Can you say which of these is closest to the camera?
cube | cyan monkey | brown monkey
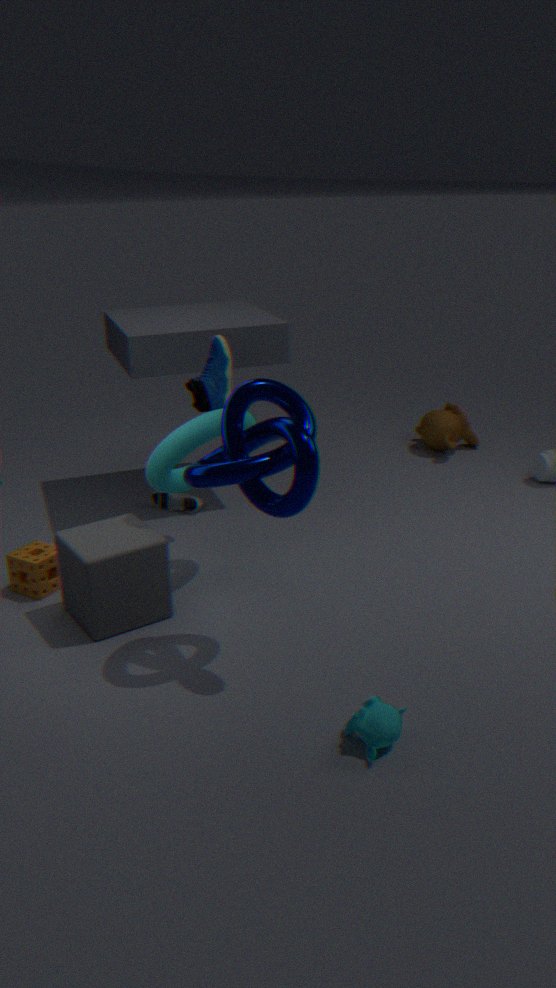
cyan monkey
